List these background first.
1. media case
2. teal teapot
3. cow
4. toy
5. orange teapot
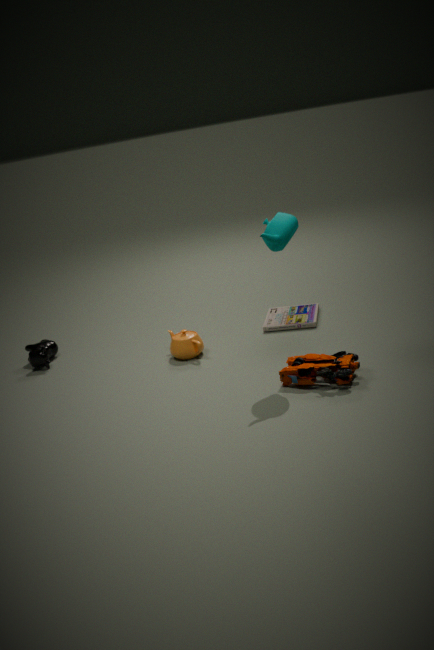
1. cow
2. media case
3. orange teapot
4. teal teapot
5. toy
